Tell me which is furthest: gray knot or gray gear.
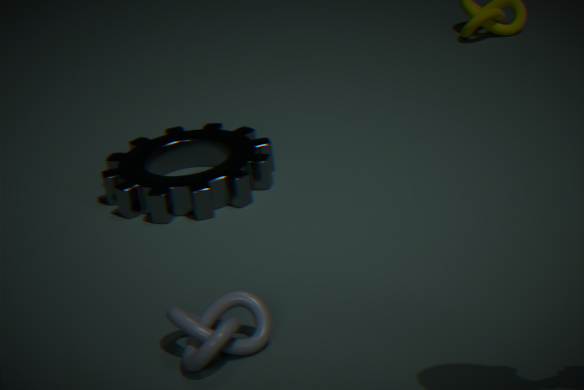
gray gear
